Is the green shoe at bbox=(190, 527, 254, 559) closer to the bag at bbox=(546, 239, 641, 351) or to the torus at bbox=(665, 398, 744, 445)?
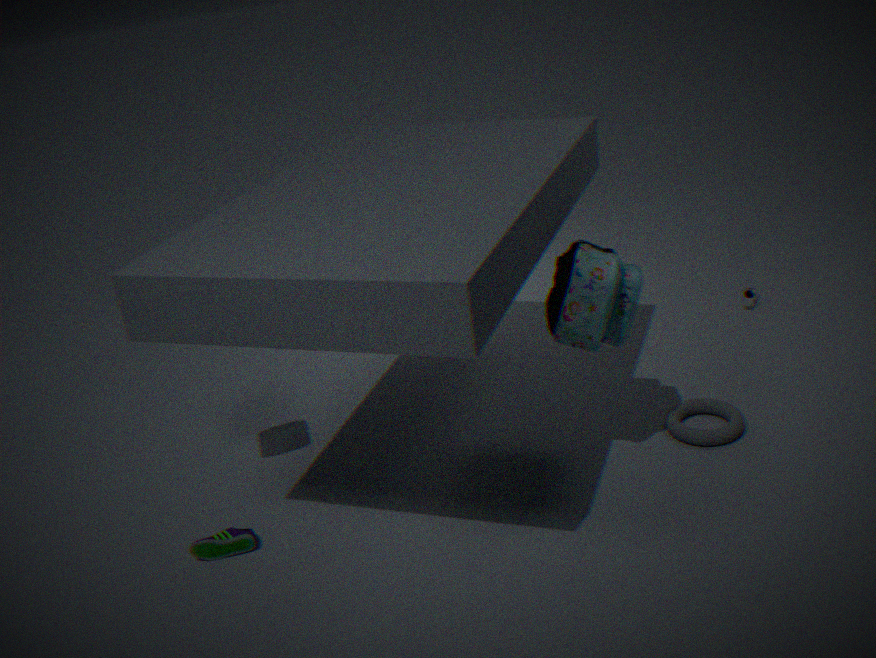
the bag at bbox=(546, 239, 641, 351)
